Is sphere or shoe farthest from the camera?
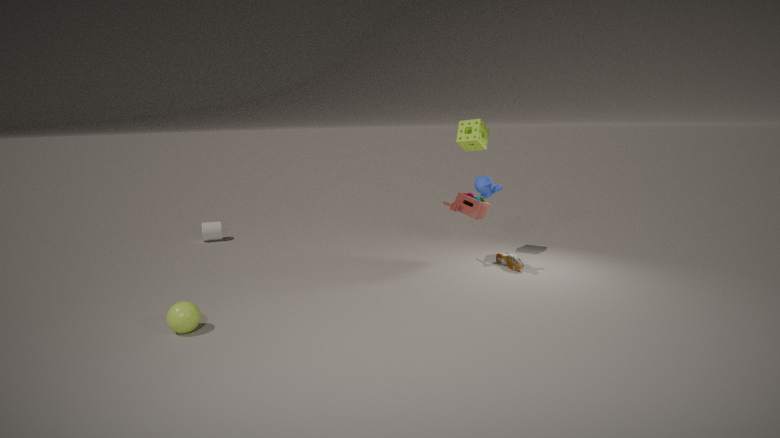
shoe
